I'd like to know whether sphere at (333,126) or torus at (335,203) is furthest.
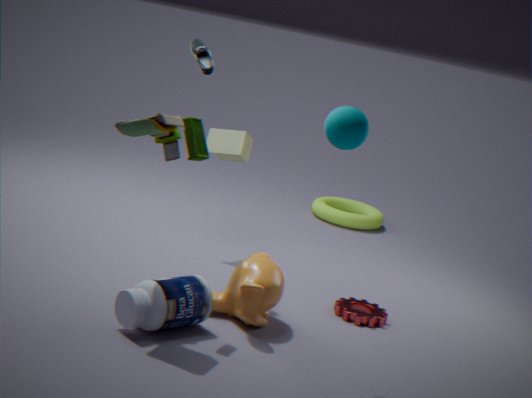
torus at (335,203)
